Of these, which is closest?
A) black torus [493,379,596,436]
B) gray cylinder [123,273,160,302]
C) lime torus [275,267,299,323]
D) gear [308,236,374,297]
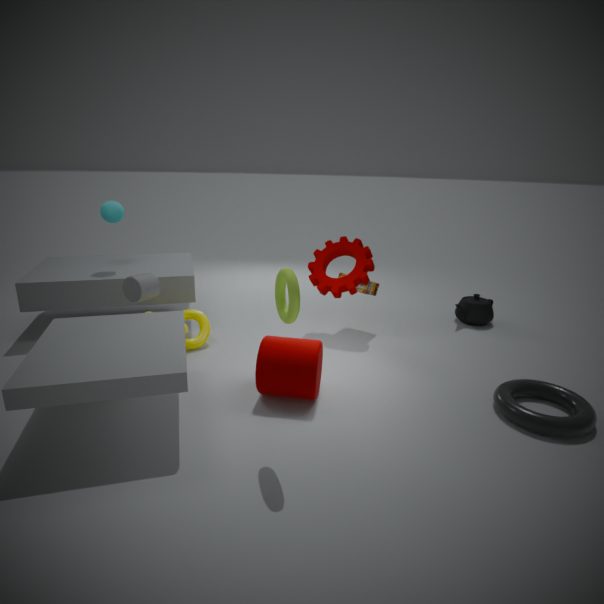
lime torus [275,267,299,323]
